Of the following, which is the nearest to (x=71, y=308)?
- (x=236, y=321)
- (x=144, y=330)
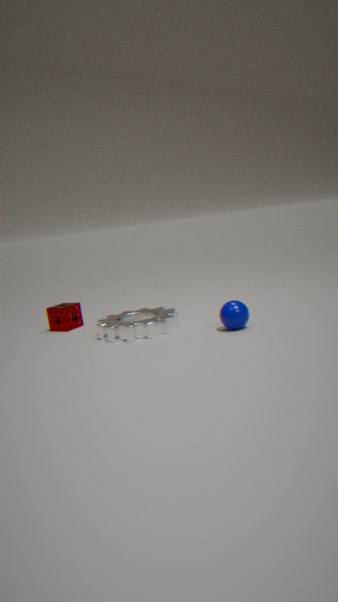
(x=144, y=330)
